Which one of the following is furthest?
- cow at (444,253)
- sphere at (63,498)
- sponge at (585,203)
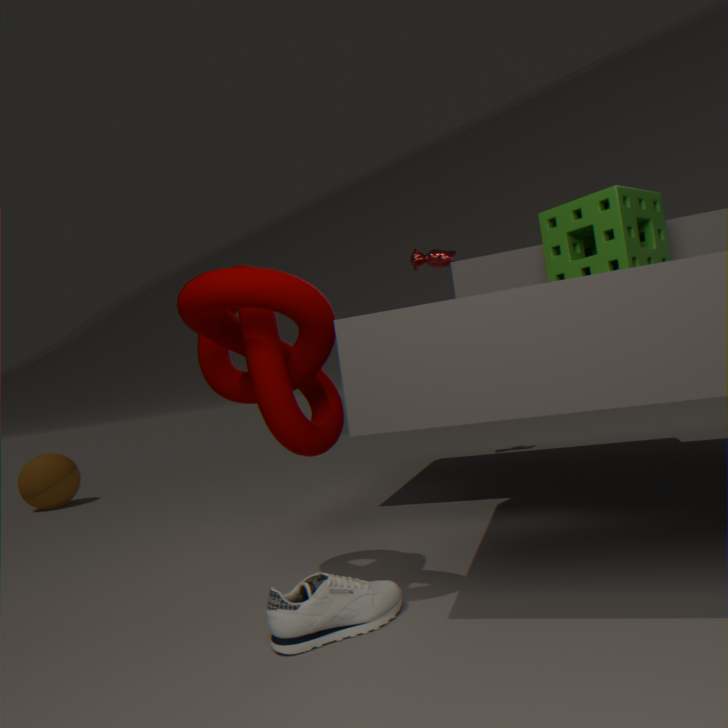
sphere at (63,498)
